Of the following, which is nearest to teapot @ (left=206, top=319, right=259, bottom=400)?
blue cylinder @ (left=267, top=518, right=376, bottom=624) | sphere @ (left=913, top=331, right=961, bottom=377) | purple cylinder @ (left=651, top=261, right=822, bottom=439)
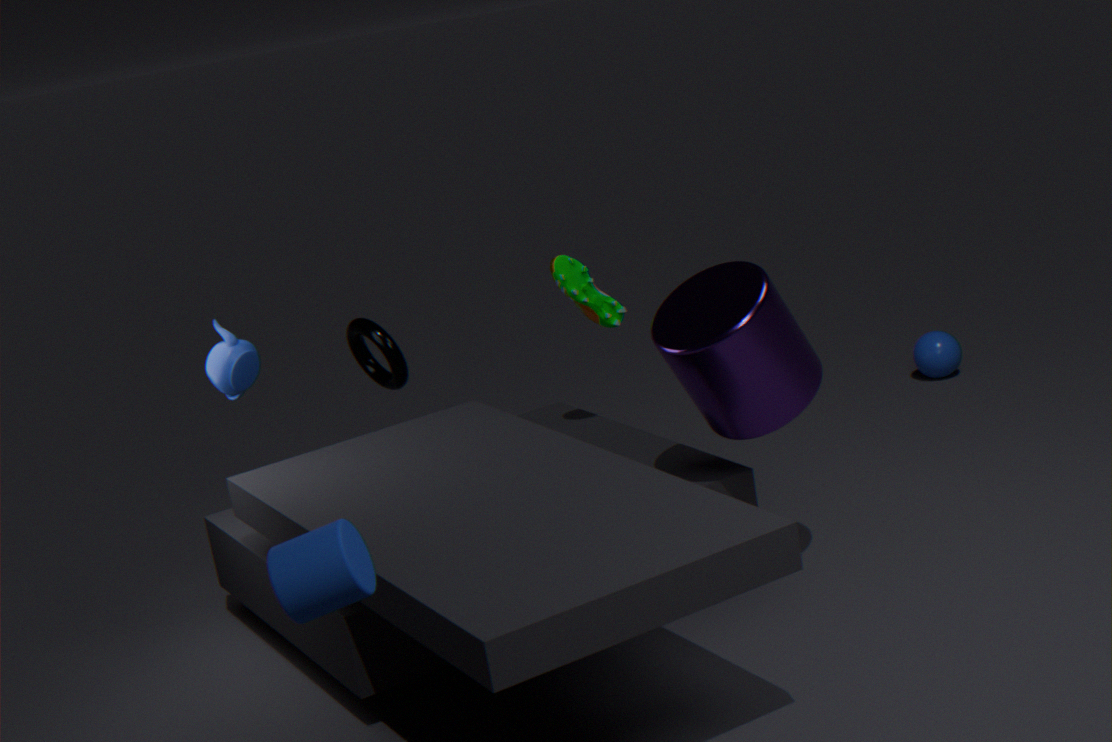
purple cylinder @ (left=651, top=261, right=822, bottom=439)
